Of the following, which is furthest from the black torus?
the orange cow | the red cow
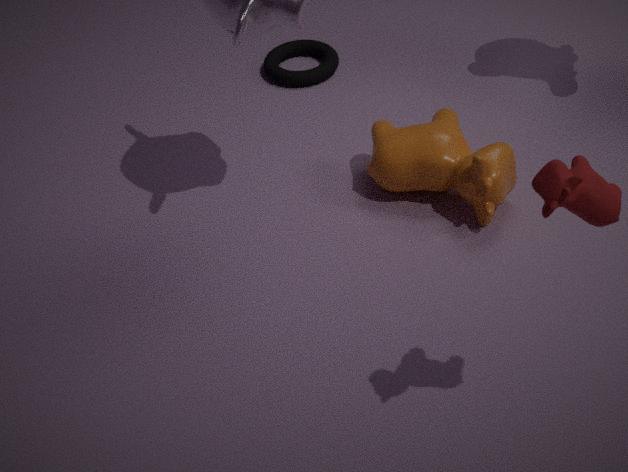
the red cow
